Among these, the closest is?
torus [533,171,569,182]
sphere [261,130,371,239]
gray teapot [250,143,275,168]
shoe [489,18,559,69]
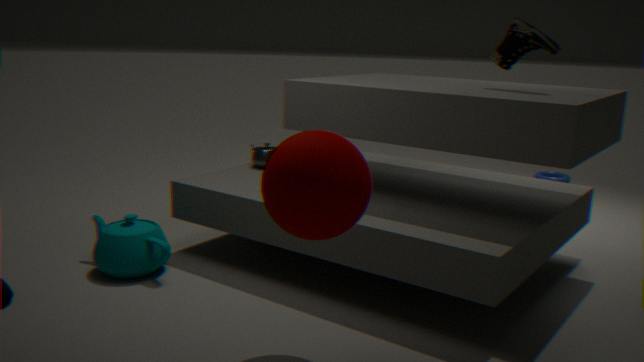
sphere [261,130,371,239]
